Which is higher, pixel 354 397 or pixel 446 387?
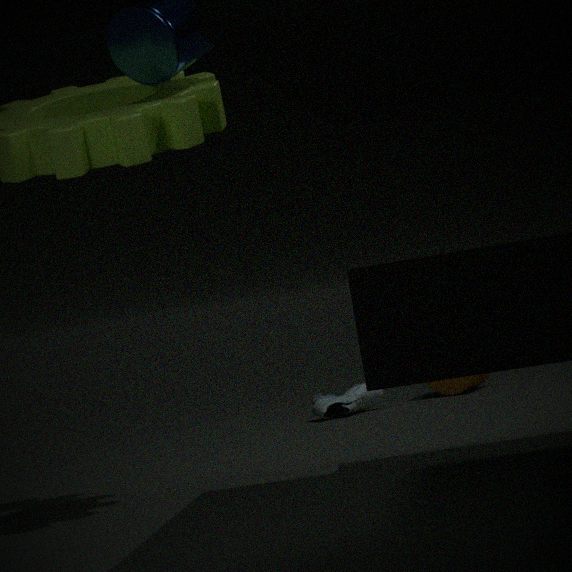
pixel 446 387
